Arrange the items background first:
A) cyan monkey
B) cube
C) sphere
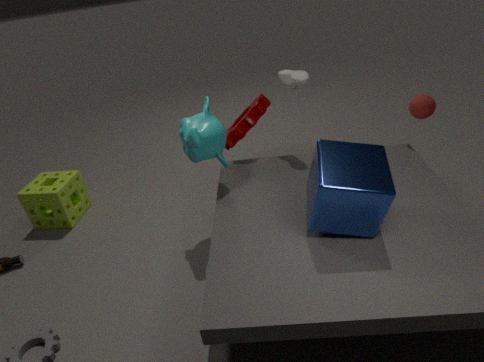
sphere < cyan monkey < cube
